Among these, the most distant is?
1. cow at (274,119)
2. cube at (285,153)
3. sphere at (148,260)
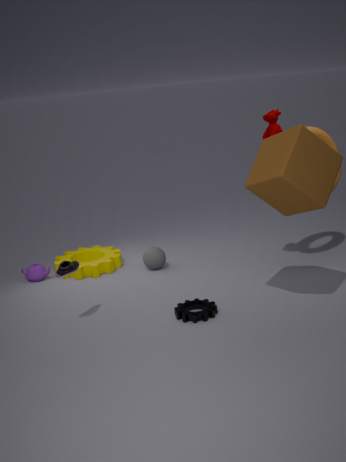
sphere at (148,260)
